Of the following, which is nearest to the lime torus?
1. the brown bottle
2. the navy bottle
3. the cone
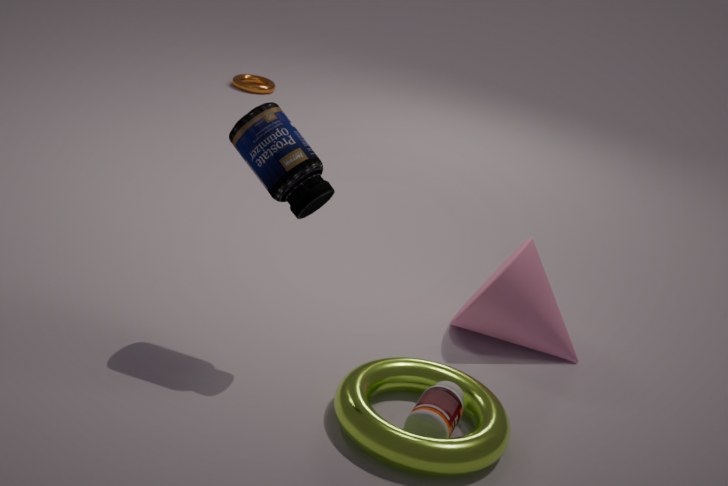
the brown bottle
